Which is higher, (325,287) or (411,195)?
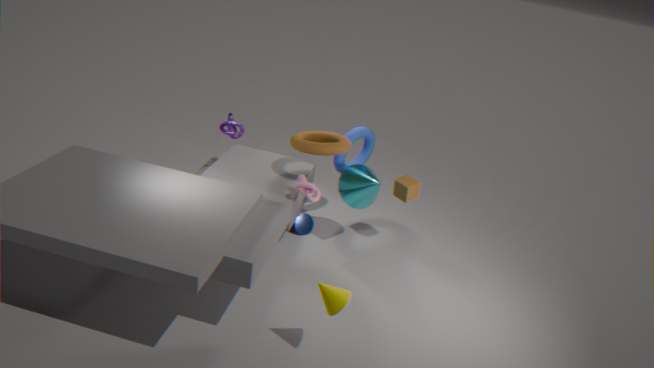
(411,195)
